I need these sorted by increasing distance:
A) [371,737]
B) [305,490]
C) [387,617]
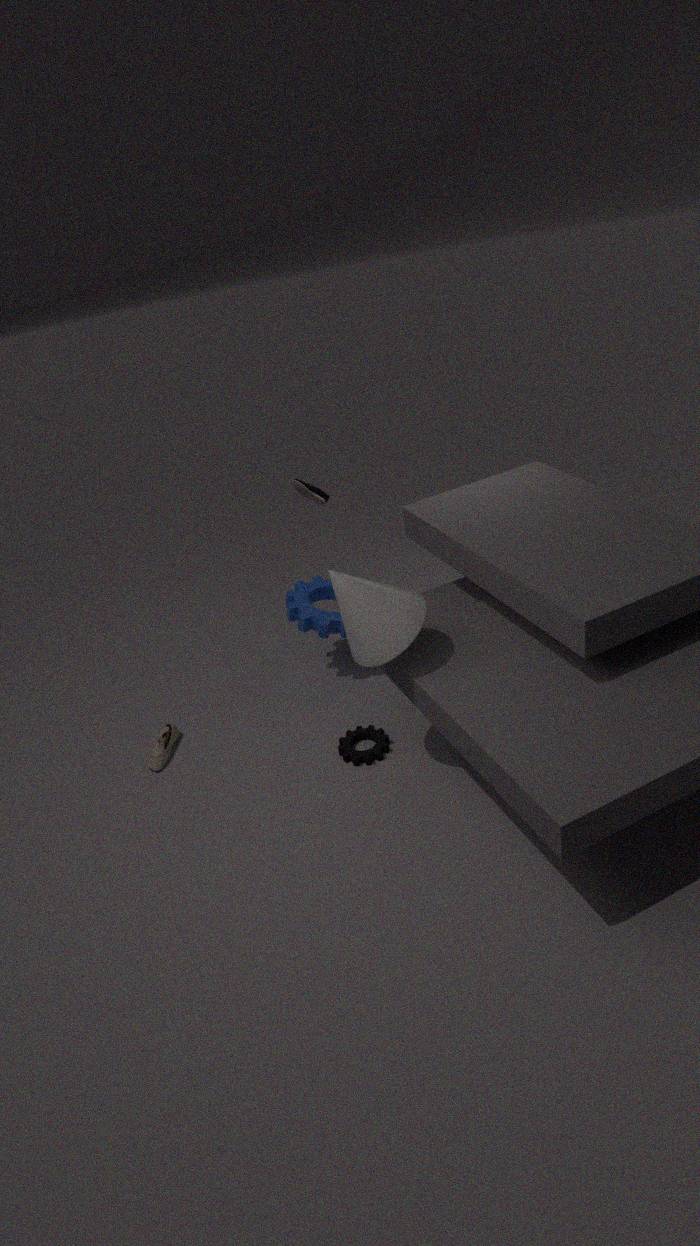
[387,617], [371,737], [305,490]
